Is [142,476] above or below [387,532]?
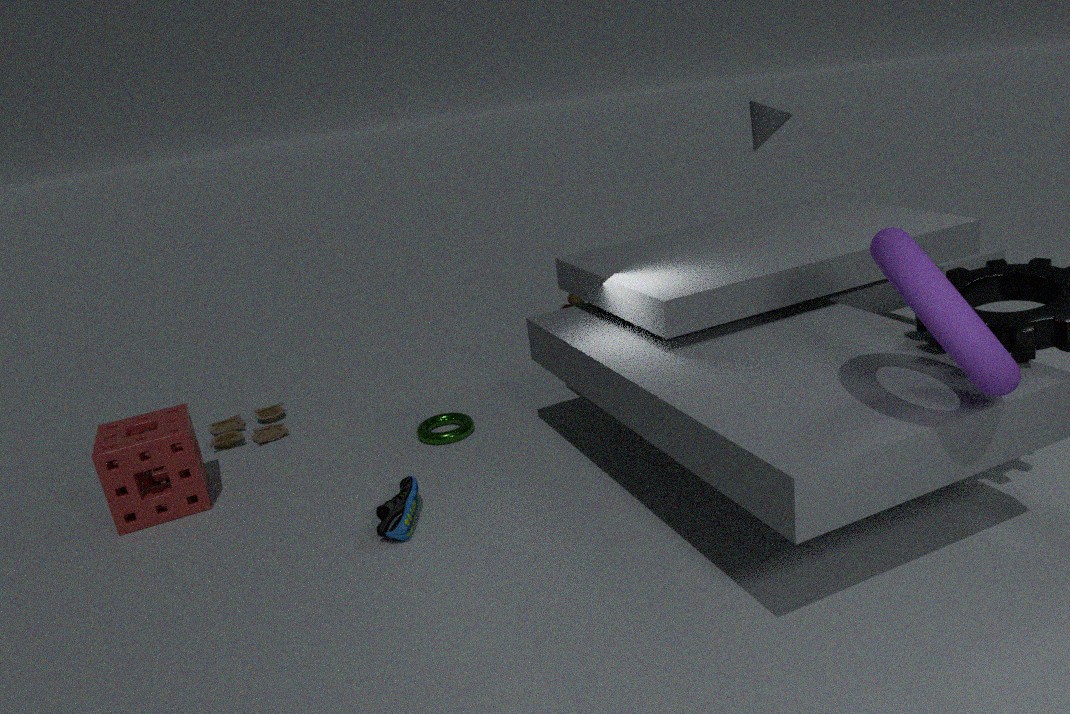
above
